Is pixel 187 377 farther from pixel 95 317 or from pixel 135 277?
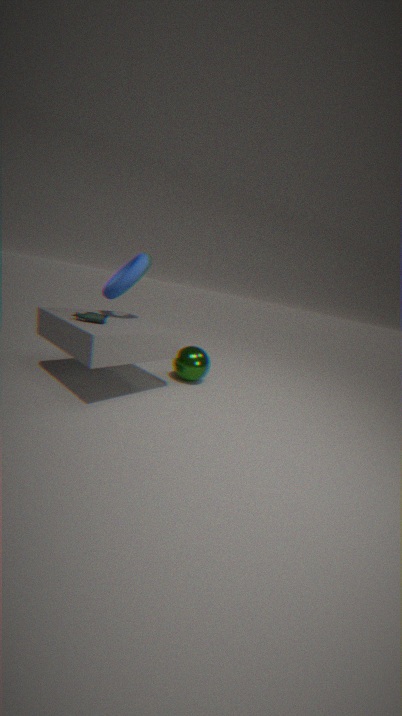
pixel 95 317
